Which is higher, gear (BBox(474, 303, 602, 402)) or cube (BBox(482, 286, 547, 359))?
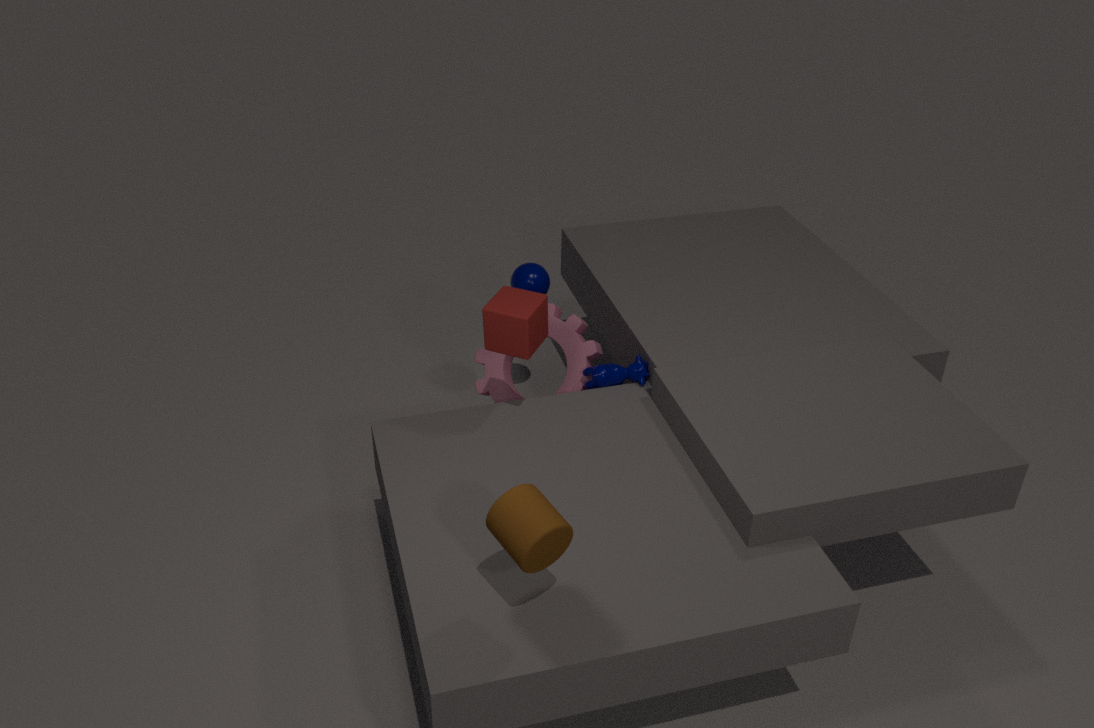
A: cube (BBox(482, 286, 547, 359))
